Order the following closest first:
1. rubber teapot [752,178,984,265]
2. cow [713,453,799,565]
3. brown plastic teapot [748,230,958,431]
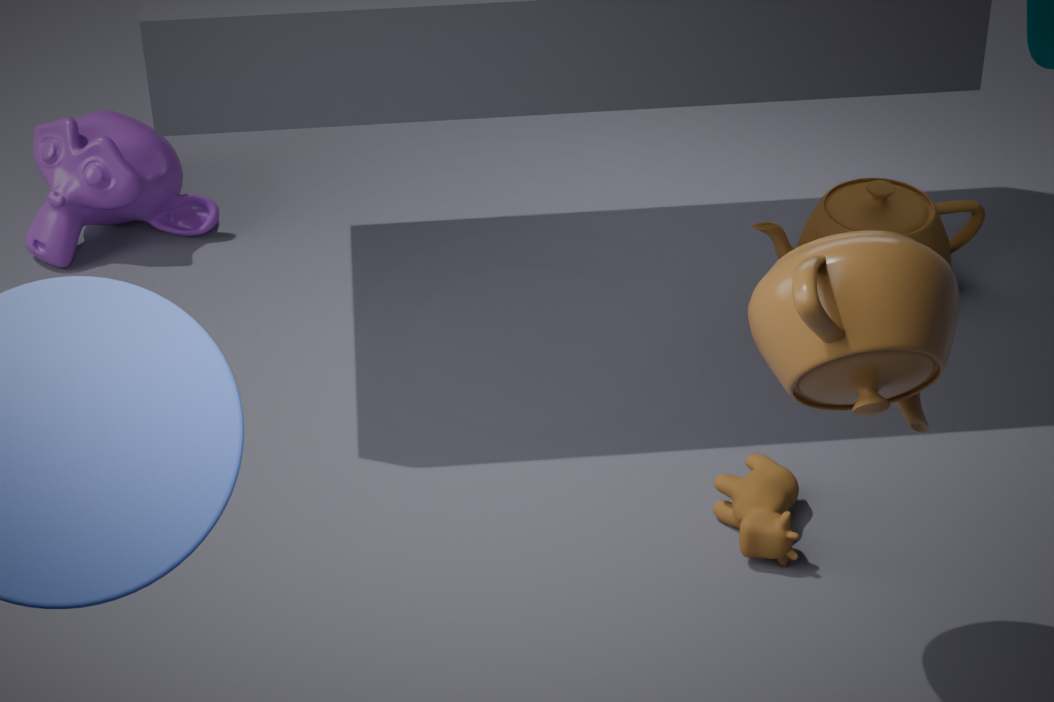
brown plastic teapot [748,230,958,431]
cow [713,453,799,565]
rubber teapot [752,178,984,265]
